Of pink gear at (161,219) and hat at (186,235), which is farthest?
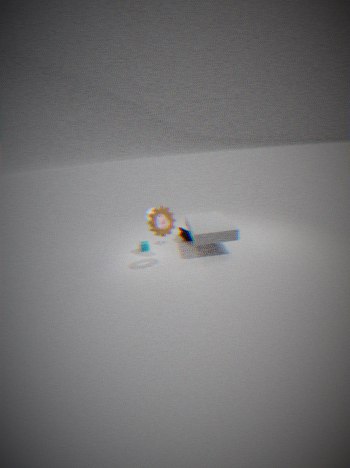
hat at (186,235)
